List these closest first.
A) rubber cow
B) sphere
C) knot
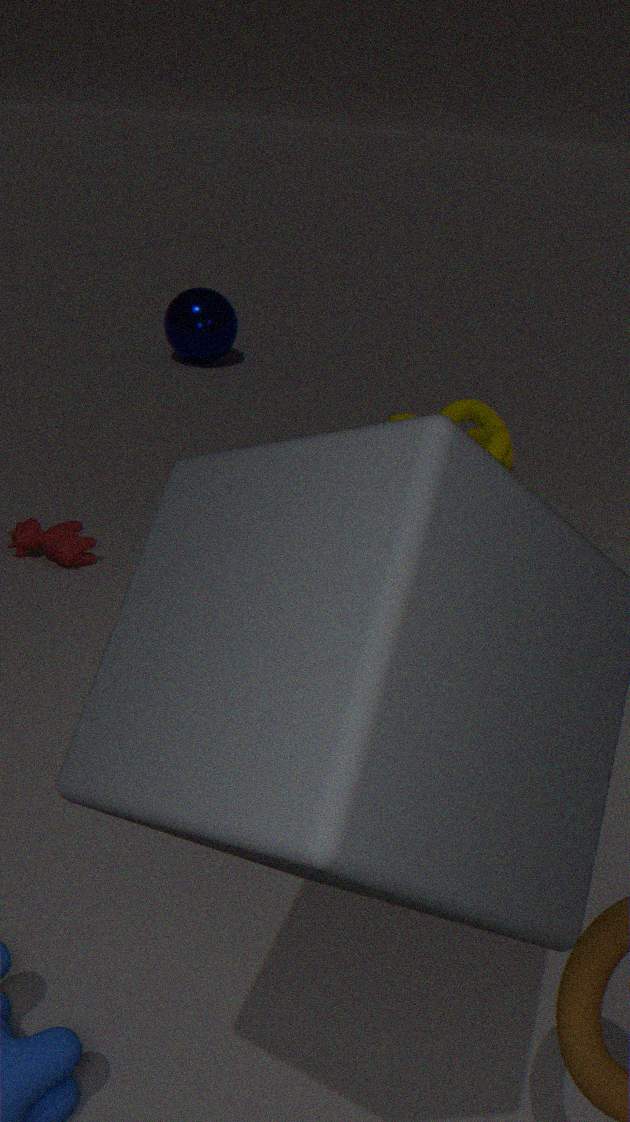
rubber cow
knot
sphere
